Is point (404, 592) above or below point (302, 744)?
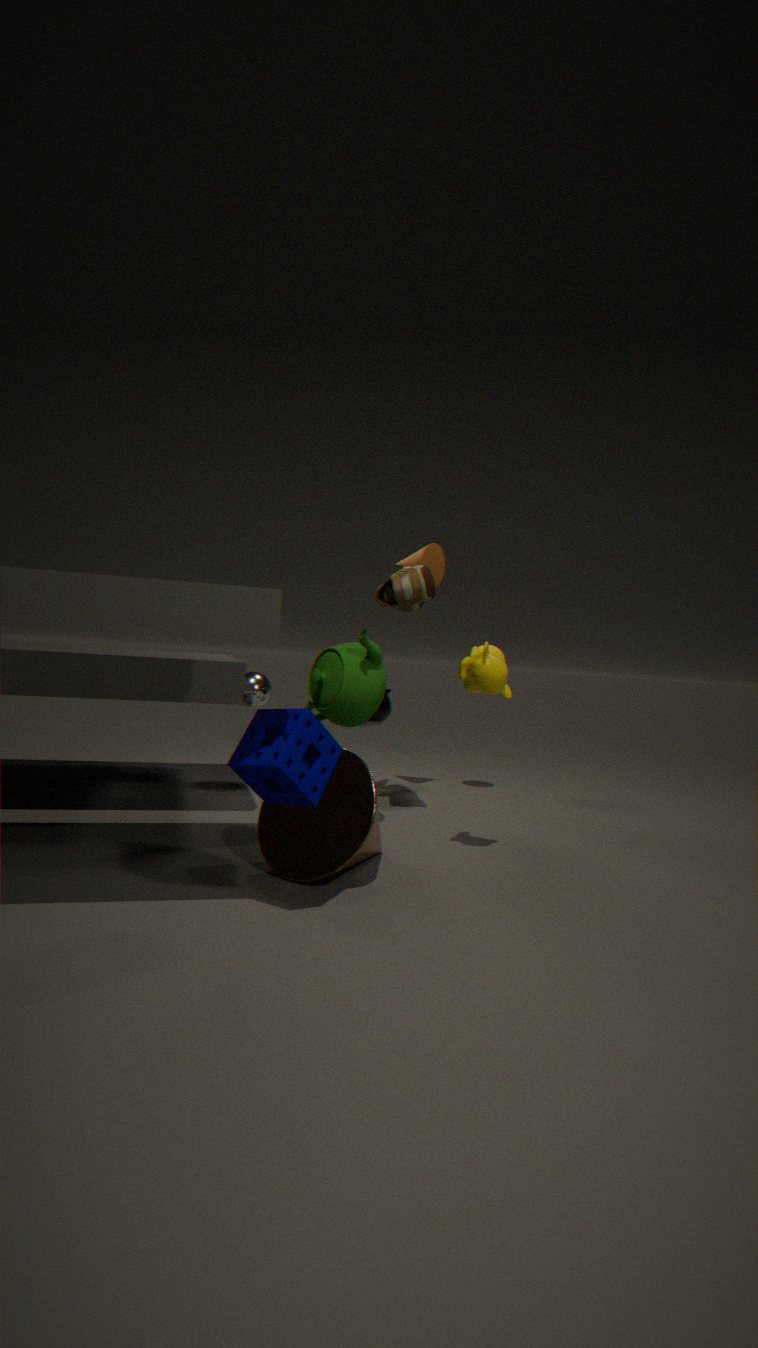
above
